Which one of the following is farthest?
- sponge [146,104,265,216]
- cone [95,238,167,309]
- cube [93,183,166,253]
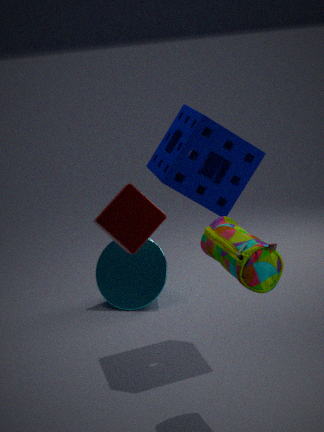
cone [95,238,167,309]
